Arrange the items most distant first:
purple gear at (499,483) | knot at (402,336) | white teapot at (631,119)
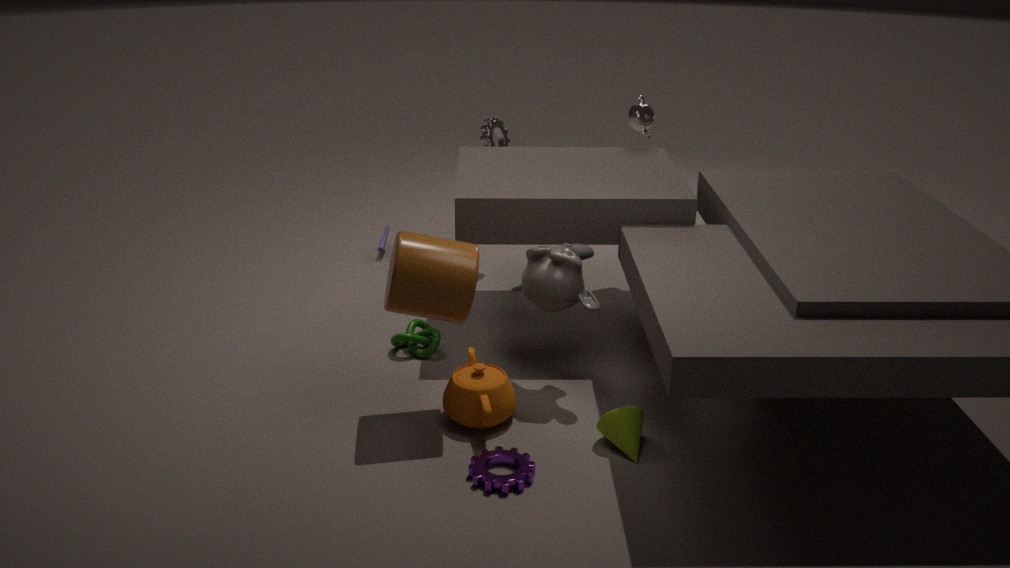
1. white teapot at (631,119)
2. knot at (402,336)
3. purple gear at (499,483)
